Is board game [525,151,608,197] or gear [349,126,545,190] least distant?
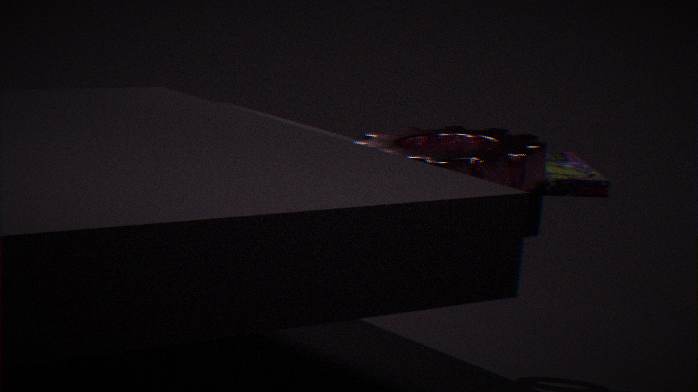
gear [349,126,545,190]
